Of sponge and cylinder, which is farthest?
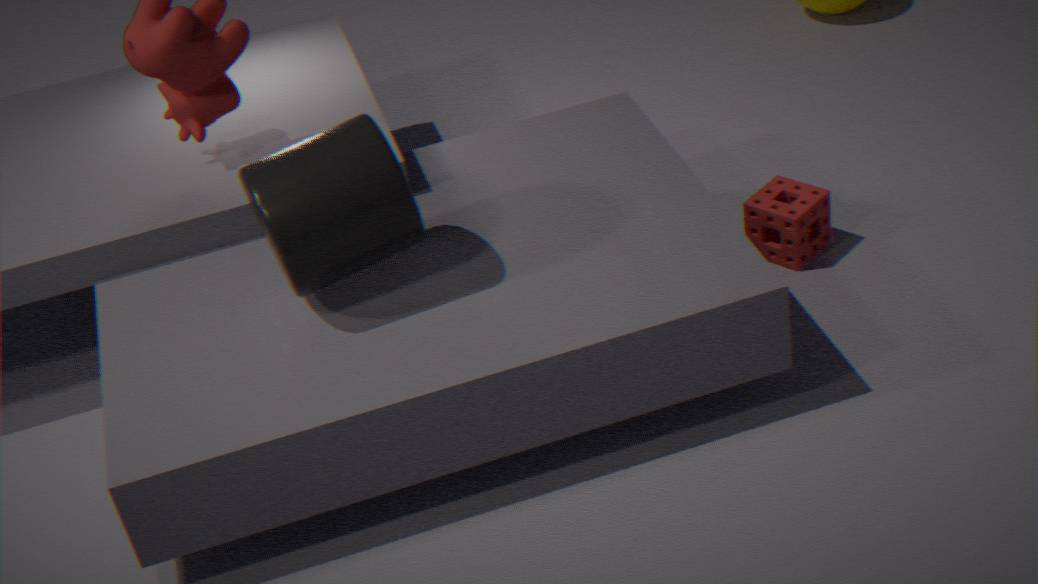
sponge
